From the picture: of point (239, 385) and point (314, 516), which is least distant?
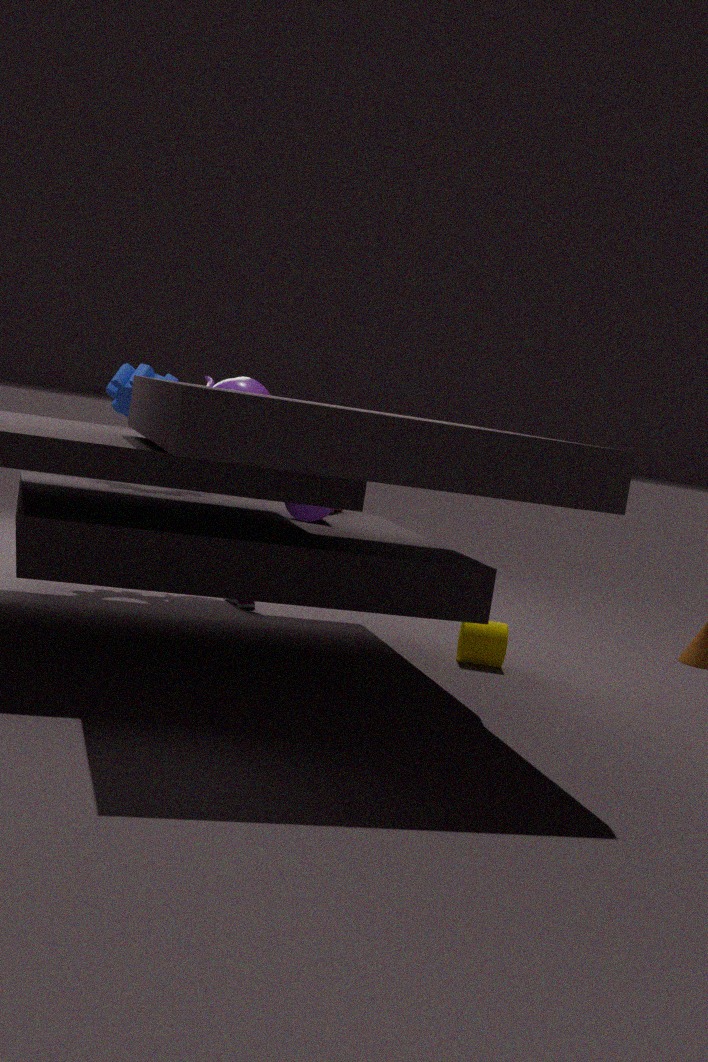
point (314, 516)
